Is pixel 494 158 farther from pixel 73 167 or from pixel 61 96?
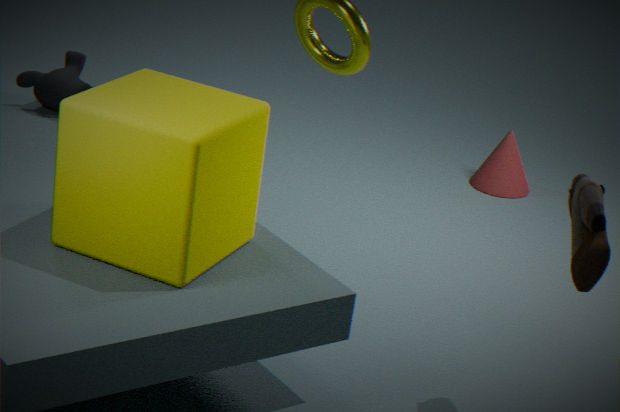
pixel 73 167
